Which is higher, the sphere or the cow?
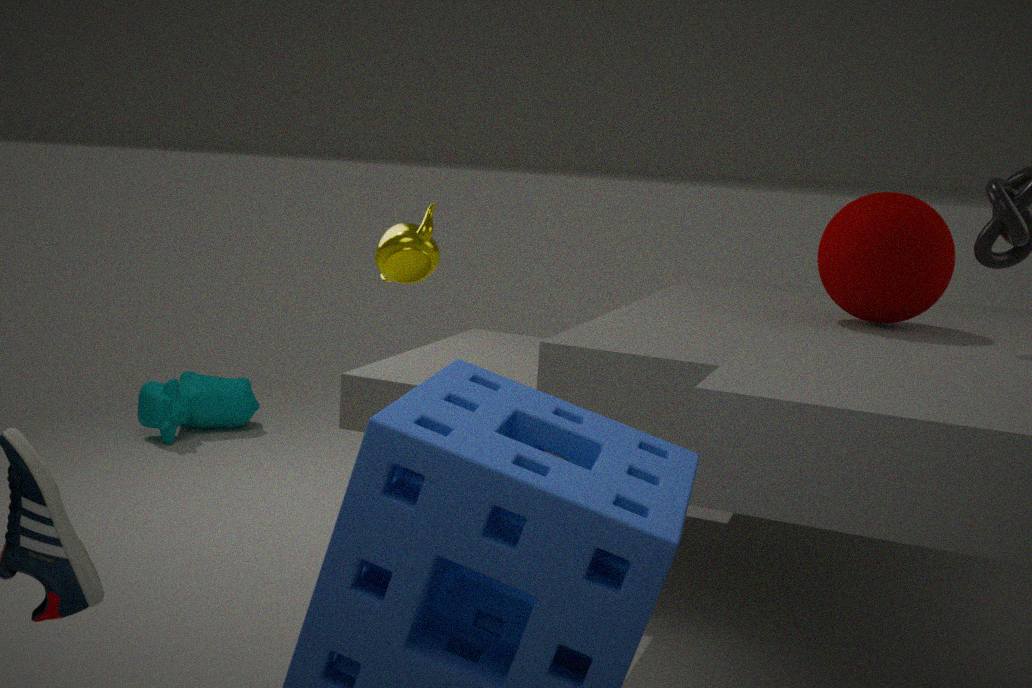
the sphere
